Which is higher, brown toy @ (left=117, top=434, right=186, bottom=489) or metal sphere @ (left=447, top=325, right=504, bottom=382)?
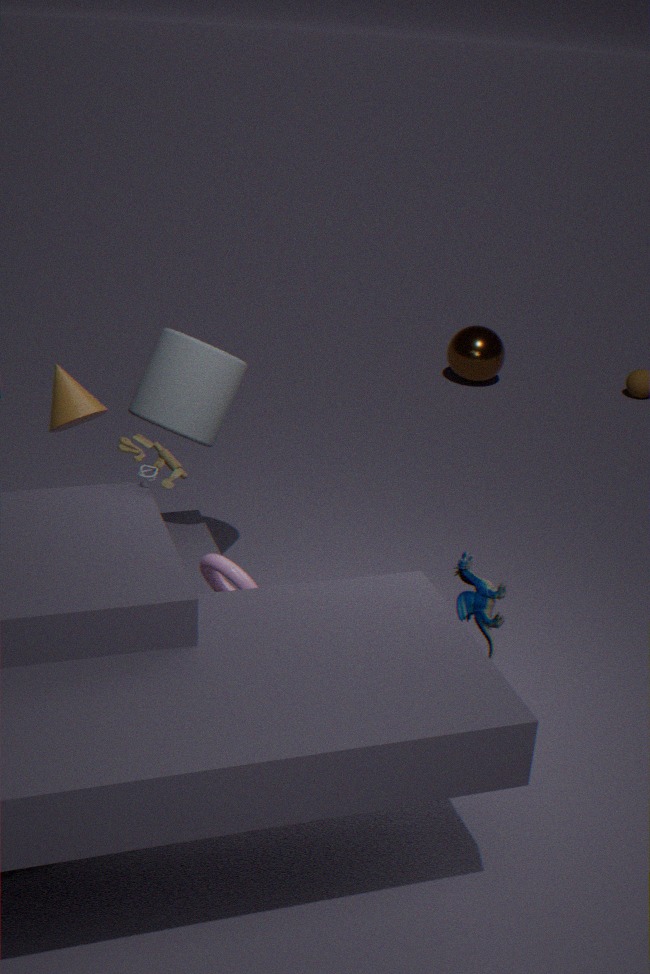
brown toy @ (left=117, top=434, right=186, bottom=489)
